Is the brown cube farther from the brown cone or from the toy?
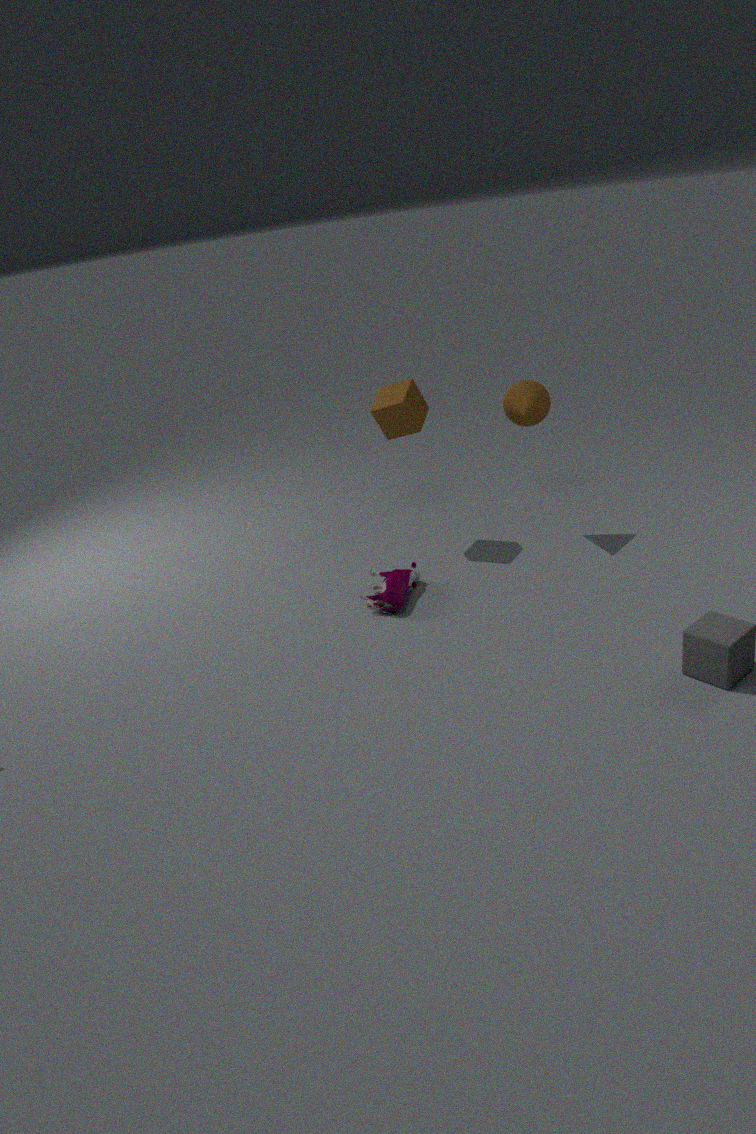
the toy
